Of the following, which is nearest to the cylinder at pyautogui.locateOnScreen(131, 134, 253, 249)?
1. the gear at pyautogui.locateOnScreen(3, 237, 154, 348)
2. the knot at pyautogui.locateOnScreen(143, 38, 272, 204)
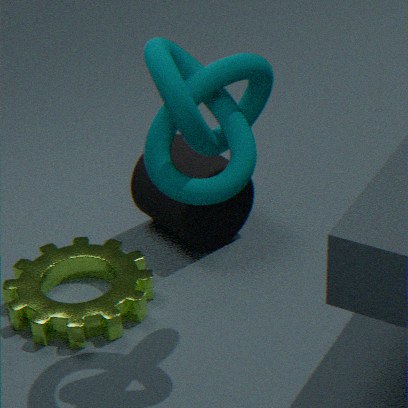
the gear at pyautogui.locateOnScreen(3, 237, 154, 348)
